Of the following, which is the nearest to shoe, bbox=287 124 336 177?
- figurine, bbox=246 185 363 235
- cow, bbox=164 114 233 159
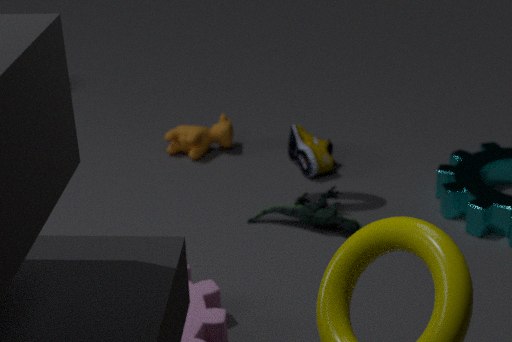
→ figurine, bbox=246 185 363 235
